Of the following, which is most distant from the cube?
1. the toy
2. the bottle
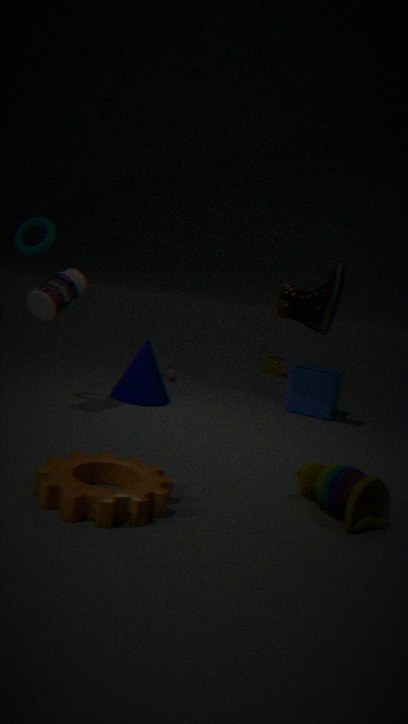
the bottle
